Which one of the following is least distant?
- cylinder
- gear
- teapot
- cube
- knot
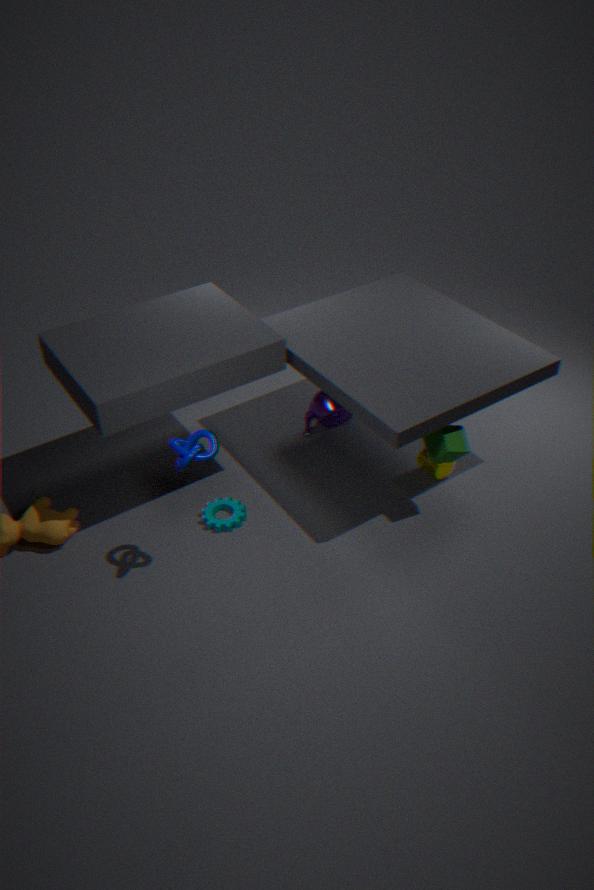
knot
